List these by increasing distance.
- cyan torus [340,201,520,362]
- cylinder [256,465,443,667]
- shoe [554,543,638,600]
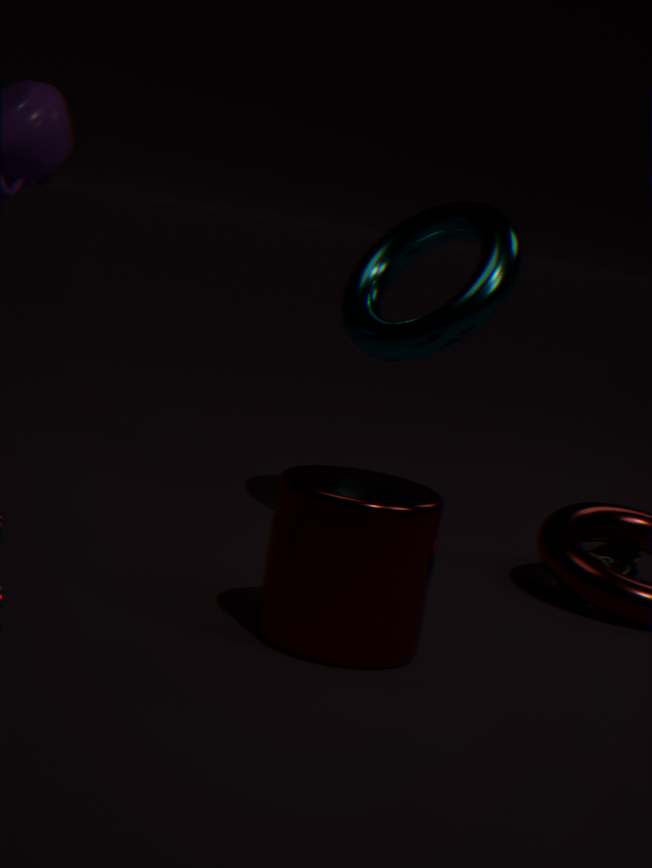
cylinder [256,465,443,667] → cyan torus [340,201,520,362] → shoe [554,543,638,600]
